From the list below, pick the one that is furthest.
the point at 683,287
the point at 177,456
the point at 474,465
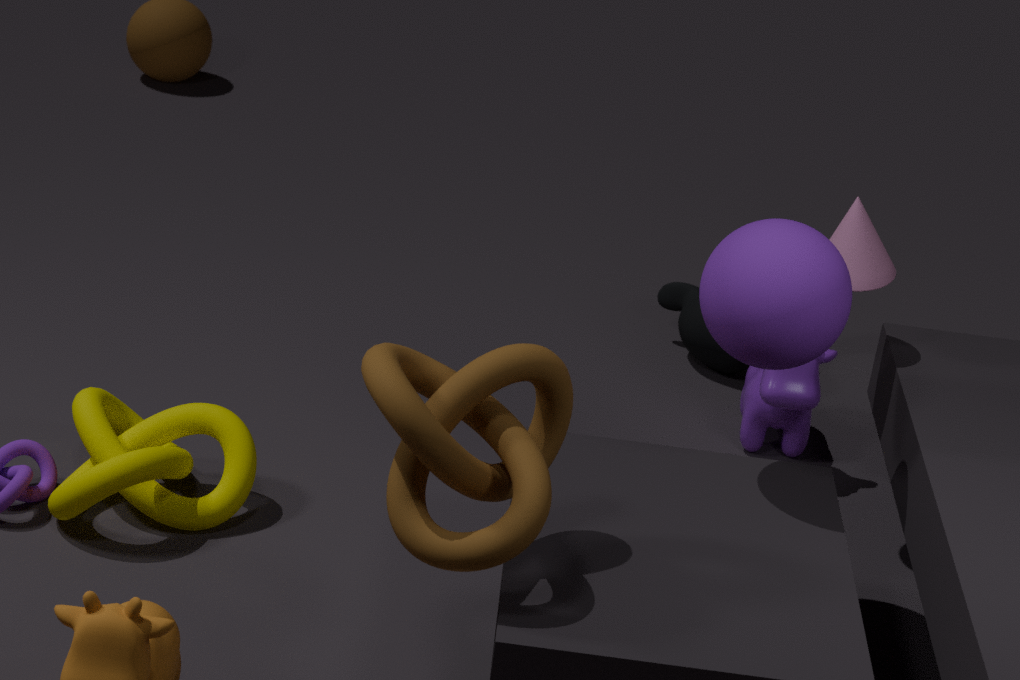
the point at 683,287
